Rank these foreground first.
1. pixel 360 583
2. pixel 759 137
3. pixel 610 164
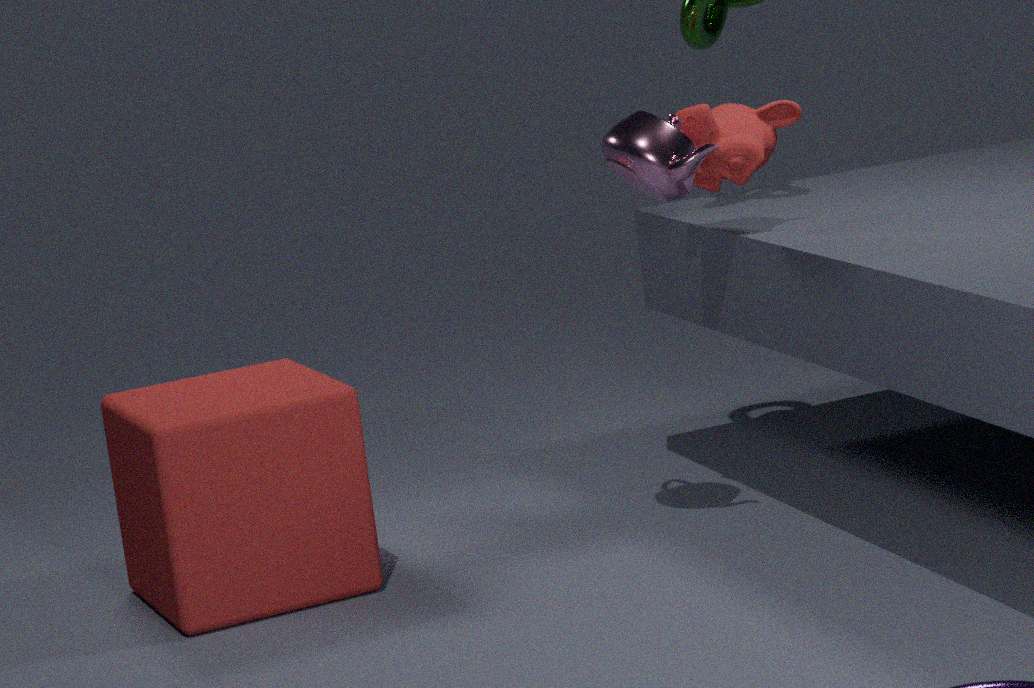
pixel 610 164
pixel 759 137
pixel 360 583
